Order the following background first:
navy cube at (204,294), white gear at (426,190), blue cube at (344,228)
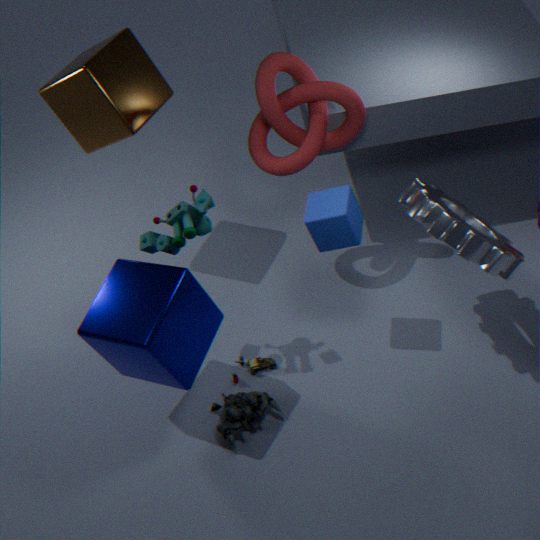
blue cube at (344,228)
white gear at (426,190)
navy cube at (204,294)
